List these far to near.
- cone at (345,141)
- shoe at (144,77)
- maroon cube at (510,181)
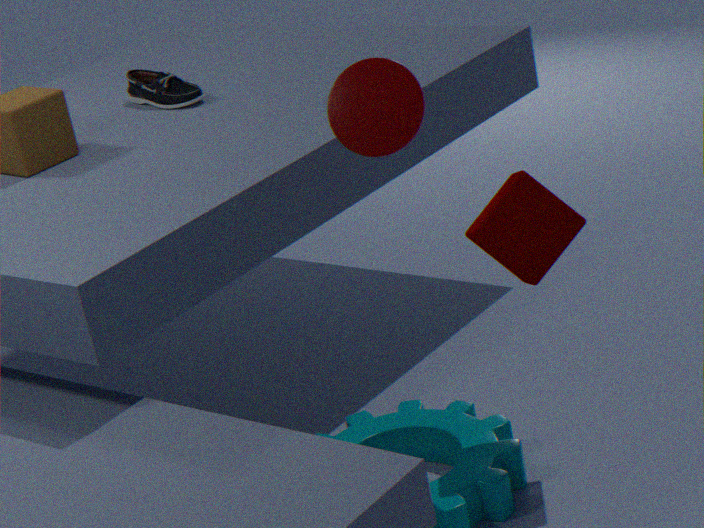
shoe at (144,77) < cone at (345,141) < maroon cube at (510,181)
